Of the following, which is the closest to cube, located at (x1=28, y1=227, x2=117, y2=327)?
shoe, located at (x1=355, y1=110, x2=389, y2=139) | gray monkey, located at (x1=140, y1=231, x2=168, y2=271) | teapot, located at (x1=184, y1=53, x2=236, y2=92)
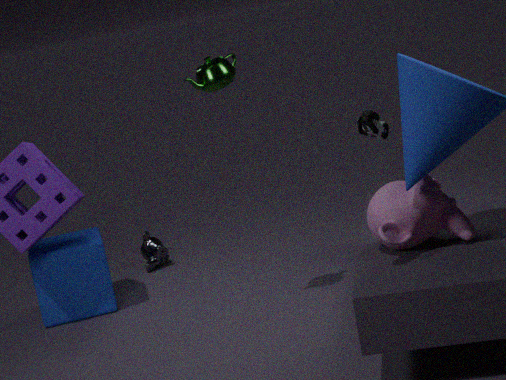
gray monkey, located at (x1=140, y1=231, x2=168, y2=271)
